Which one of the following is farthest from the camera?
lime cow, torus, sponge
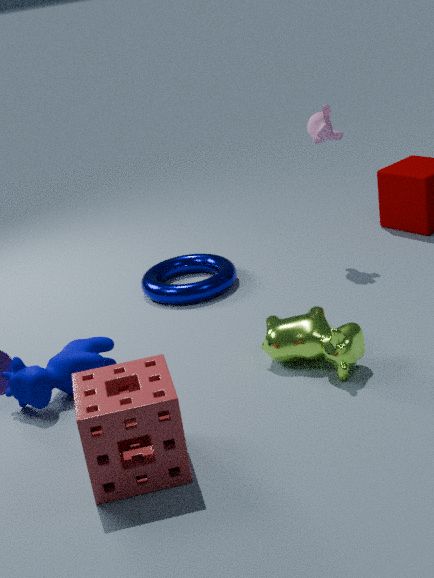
torus
